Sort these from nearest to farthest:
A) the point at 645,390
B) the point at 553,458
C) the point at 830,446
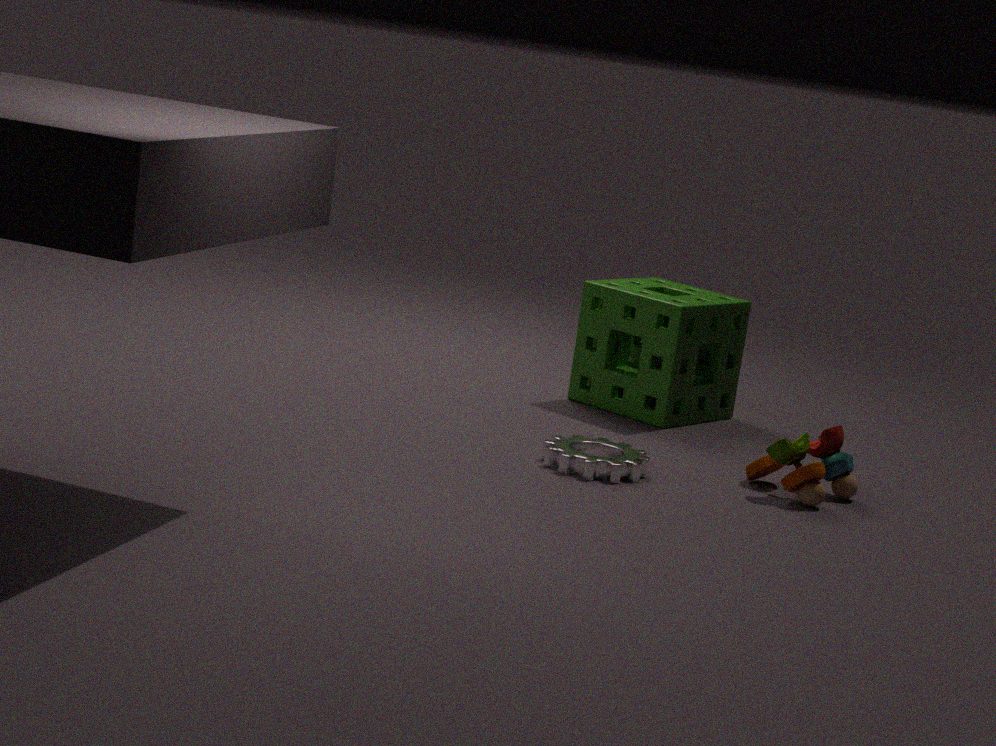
the point at 553,458 → the point at 830,446 → the point at 645,390
